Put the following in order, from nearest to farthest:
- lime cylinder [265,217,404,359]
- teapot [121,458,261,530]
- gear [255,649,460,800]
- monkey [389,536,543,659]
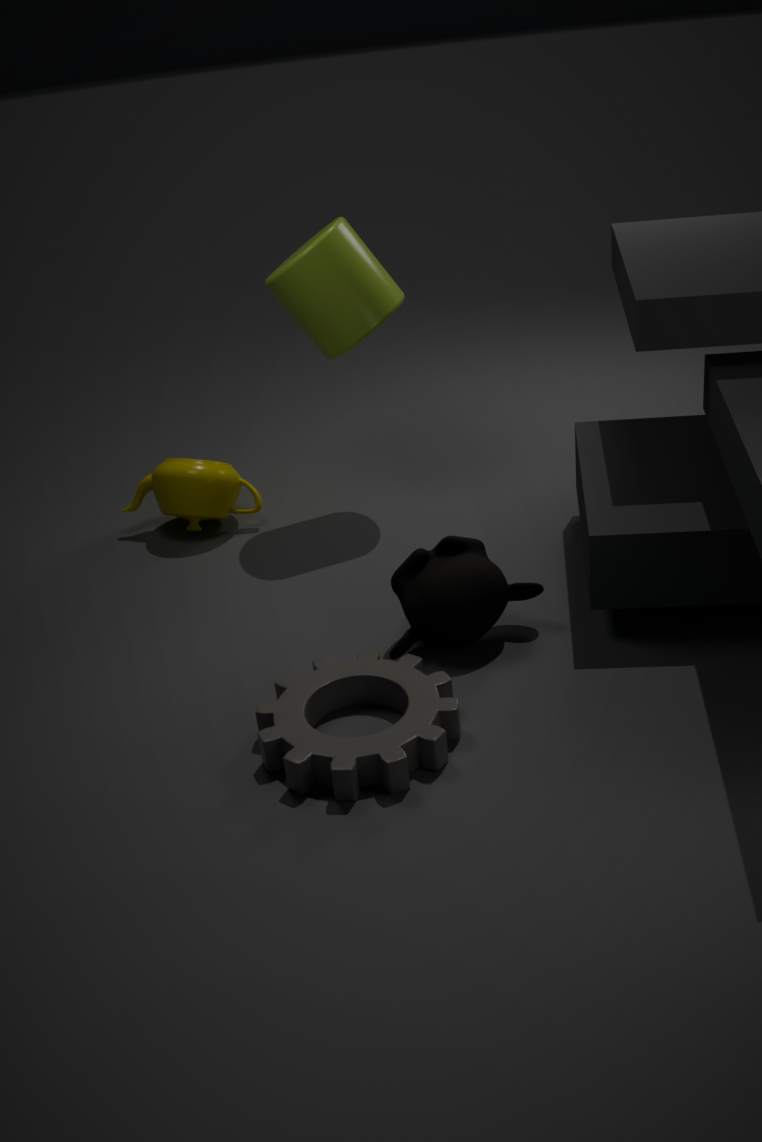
gear [255,649,460,800], monkey [389,536,543,659], lime cylinder [265,217,404,359], teapot [121,458,261,530]
